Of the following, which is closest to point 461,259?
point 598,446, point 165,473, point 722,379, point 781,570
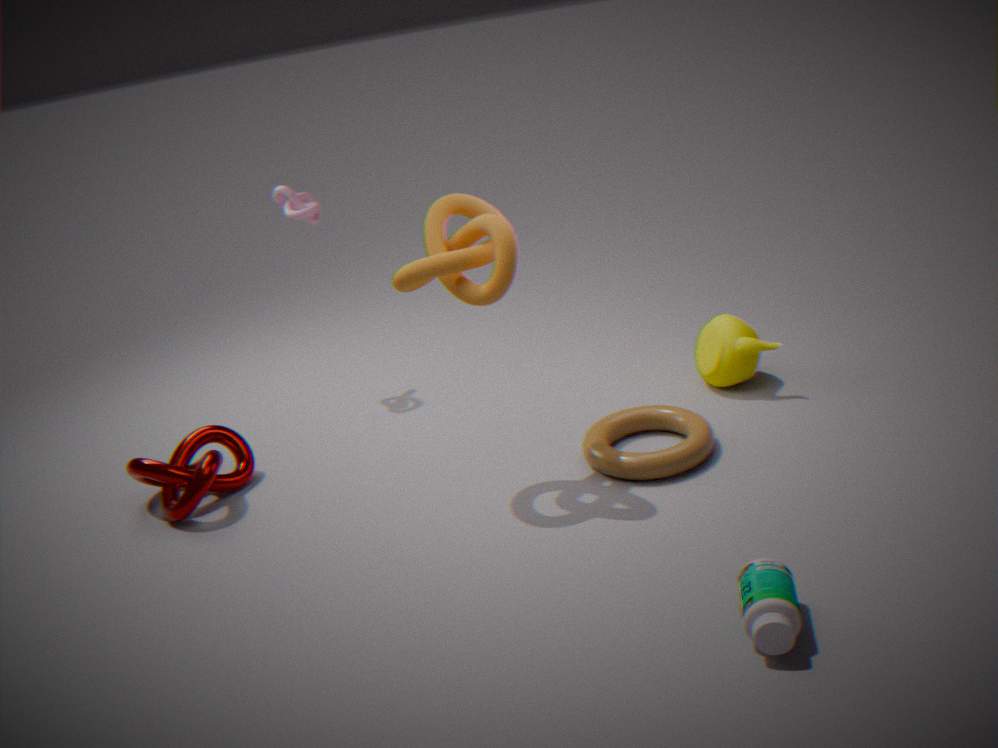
point 598,446
